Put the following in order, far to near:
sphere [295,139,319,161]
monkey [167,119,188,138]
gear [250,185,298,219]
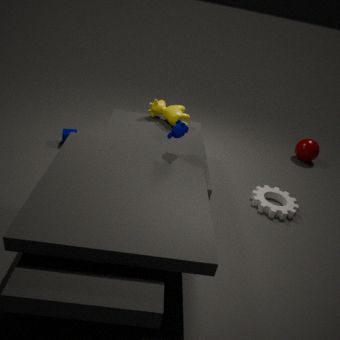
sphere [295,139,319,161]
gear [250,185,298,219]
monkey [167,119,188,138]
